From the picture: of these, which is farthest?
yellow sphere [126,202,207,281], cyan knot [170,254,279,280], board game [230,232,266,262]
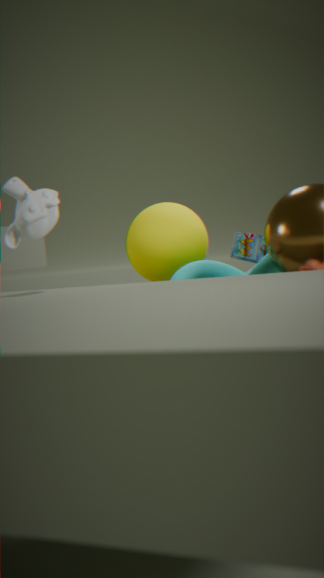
board game [230,232,266,262]
